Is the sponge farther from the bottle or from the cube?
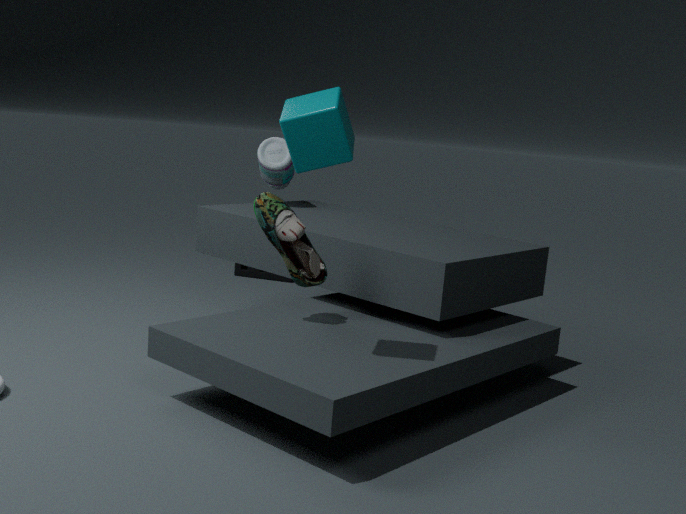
the cube
